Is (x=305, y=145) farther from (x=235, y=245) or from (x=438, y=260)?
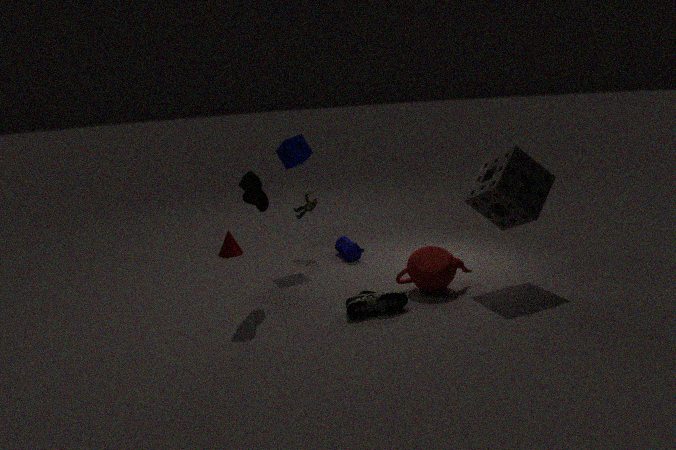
(x=438, y=260)
